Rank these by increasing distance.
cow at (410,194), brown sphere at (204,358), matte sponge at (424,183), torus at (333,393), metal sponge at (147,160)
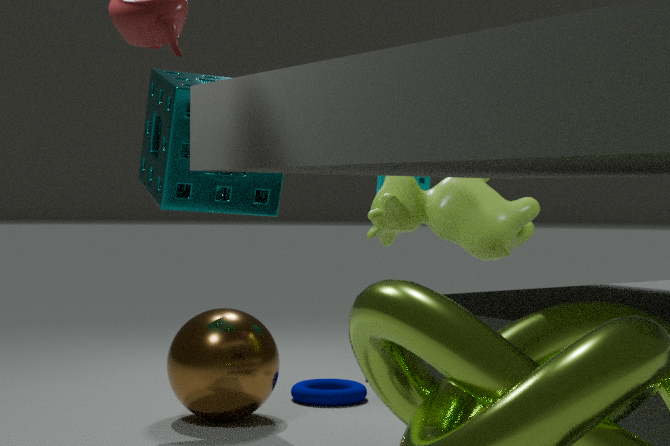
metal sponge at (147,160)
cow at (410,194)
brown sphere at (204,358)
torus at (333,393)
matte sponge at (424,183)
